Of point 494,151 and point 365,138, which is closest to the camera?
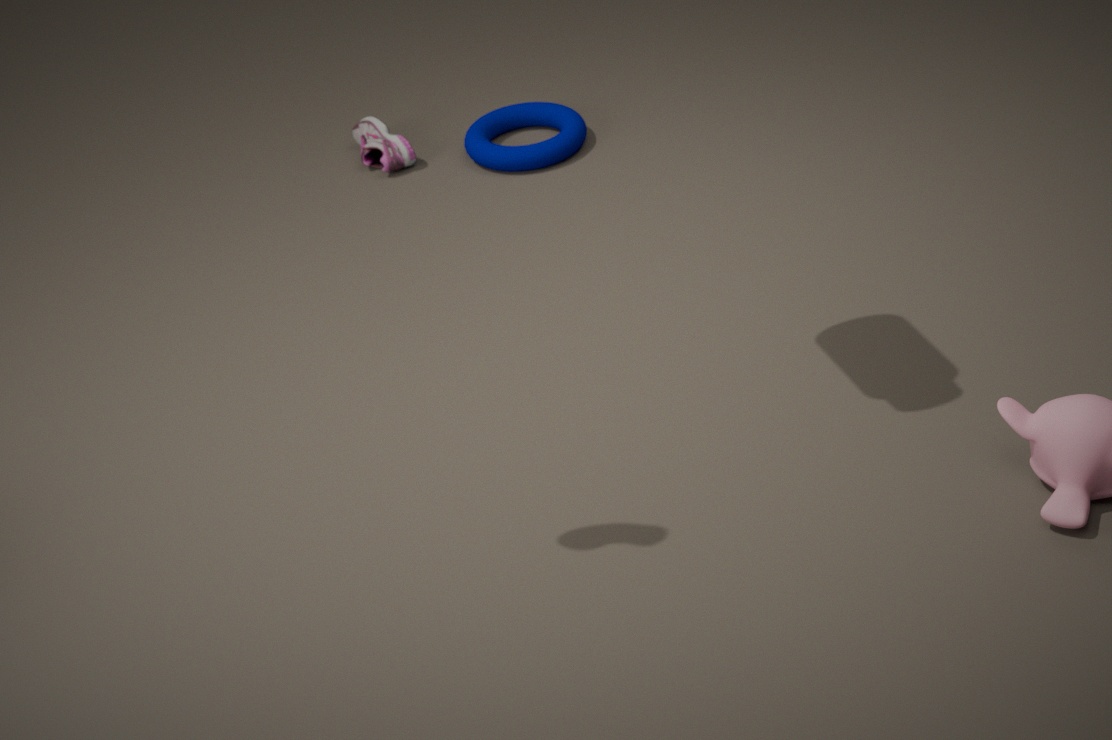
point 494,151
